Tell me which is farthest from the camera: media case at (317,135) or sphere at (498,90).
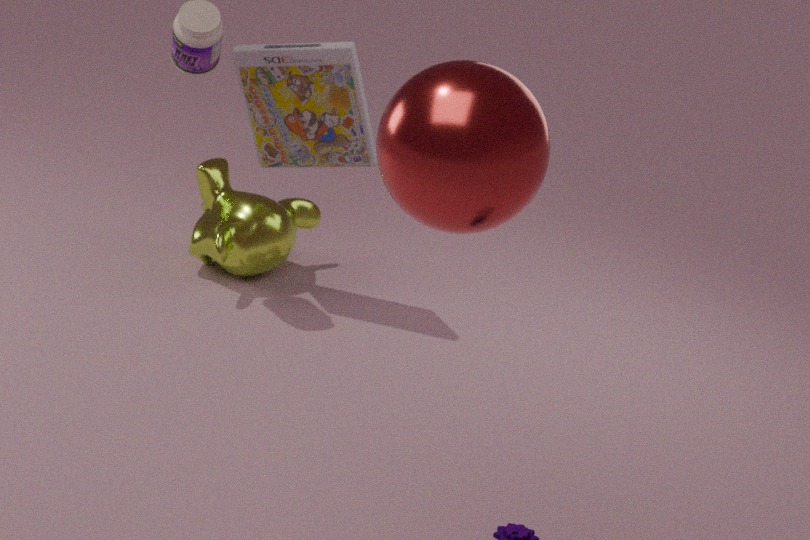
media case at (317,135)
